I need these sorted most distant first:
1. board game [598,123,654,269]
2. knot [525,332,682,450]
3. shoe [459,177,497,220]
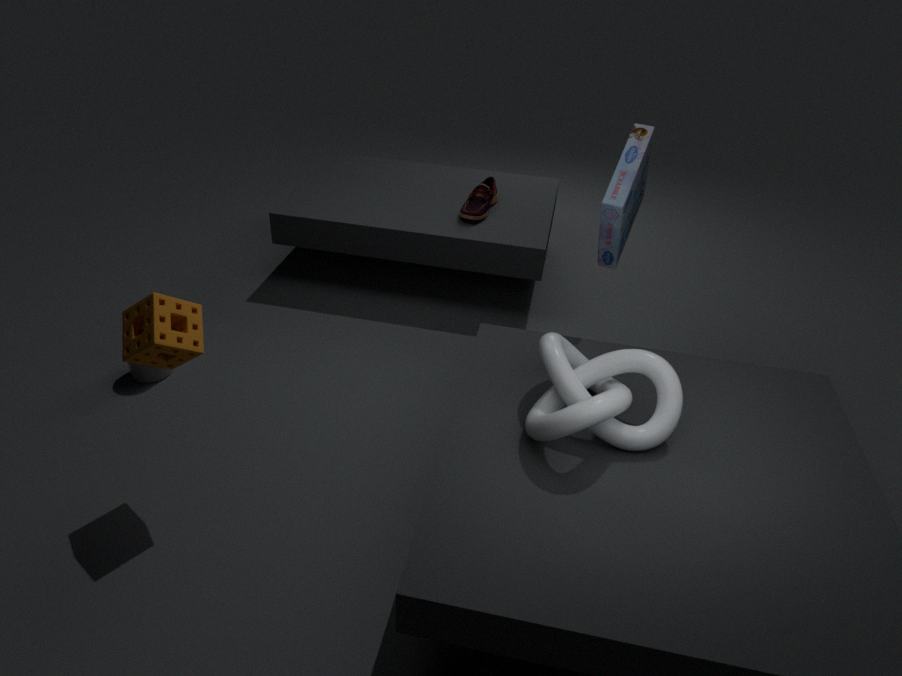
shoe [459,177,497,220]
board game [598,123,654,269]
knot [525,332,682,450]
